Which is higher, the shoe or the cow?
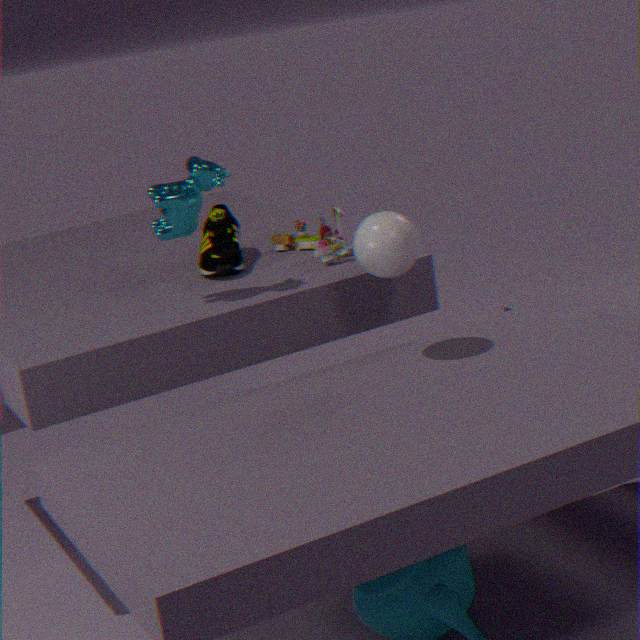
the cow
